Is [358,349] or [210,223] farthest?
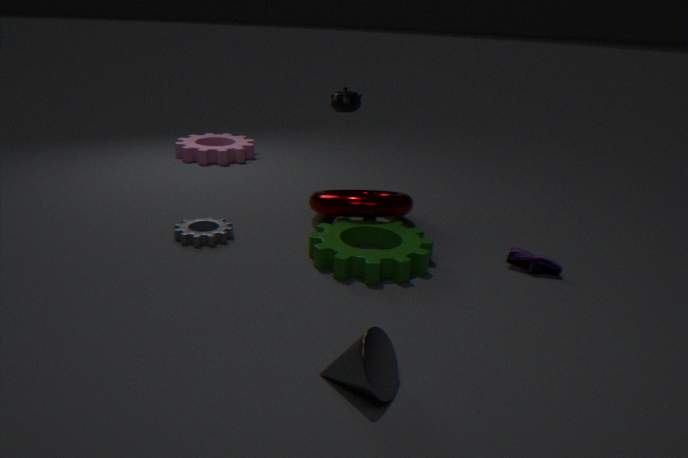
[210,223]
